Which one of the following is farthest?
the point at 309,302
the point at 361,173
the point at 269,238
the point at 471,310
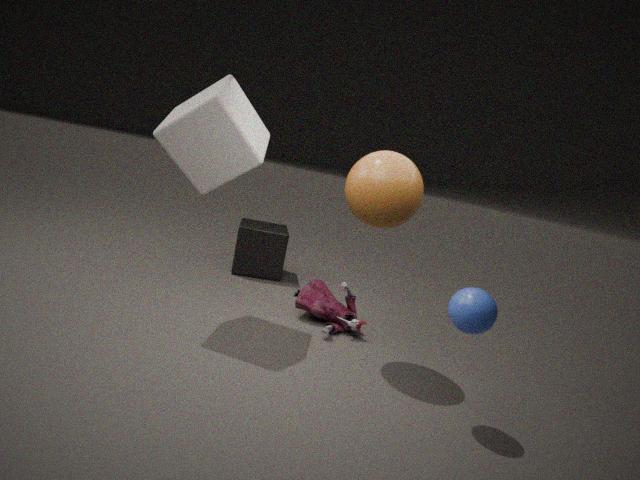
the point at 269,238
